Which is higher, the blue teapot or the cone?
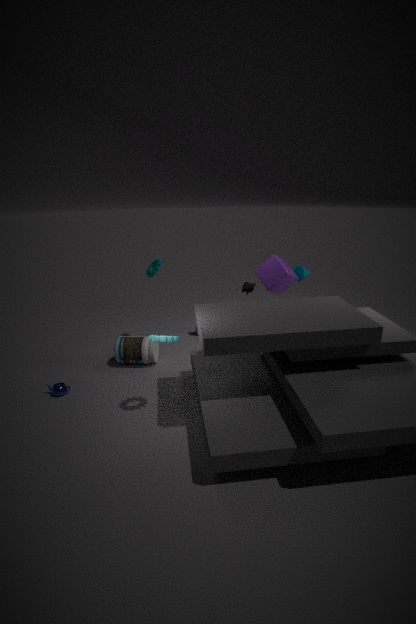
the cone
